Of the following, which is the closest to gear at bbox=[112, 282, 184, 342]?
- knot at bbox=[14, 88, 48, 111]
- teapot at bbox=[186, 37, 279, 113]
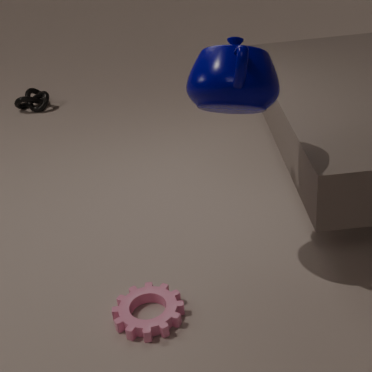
teapot at bbox=[186, 37, 279, 113]
